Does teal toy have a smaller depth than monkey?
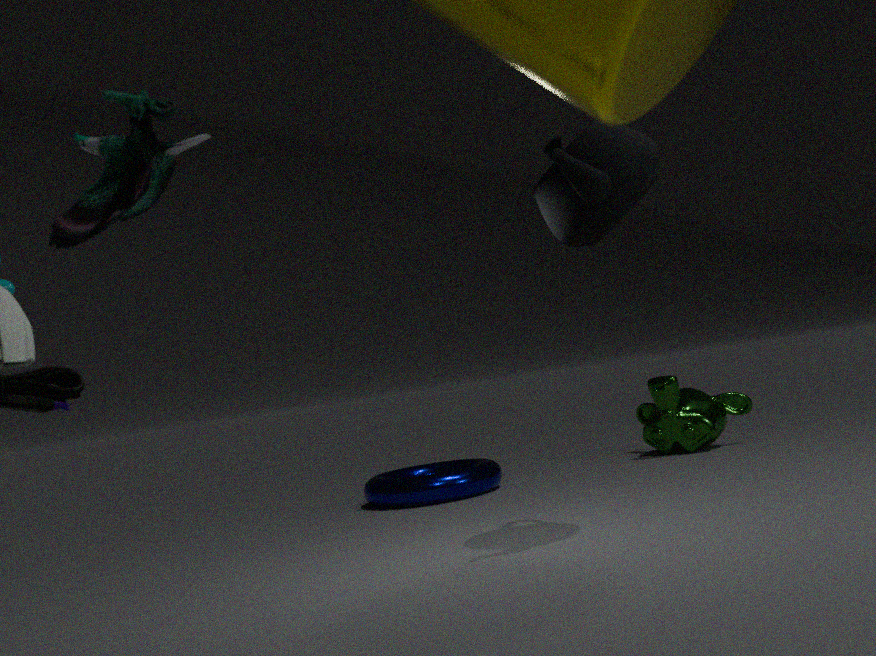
Yes
